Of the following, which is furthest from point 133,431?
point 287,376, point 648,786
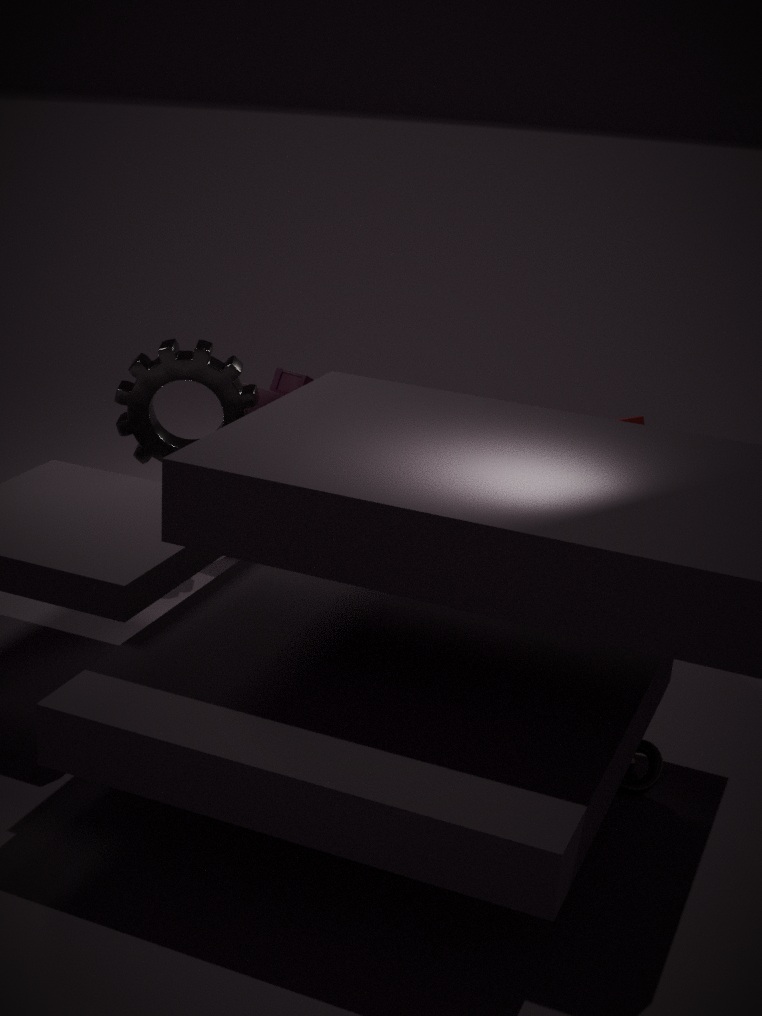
point 648,786
